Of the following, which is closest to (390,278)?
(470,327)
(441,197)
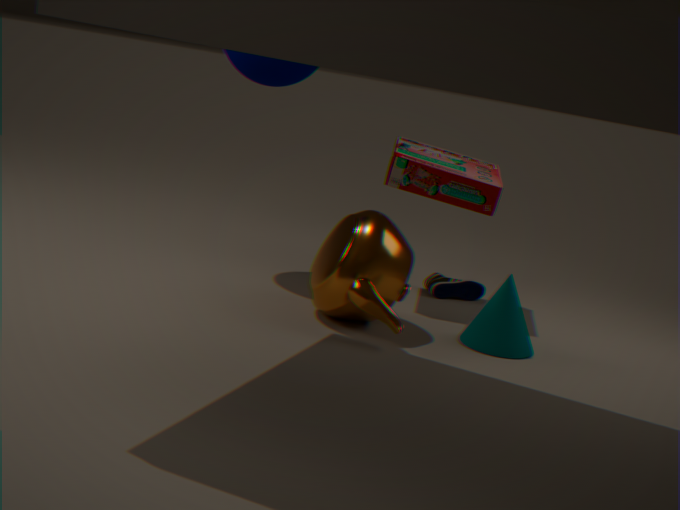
(470,327)
